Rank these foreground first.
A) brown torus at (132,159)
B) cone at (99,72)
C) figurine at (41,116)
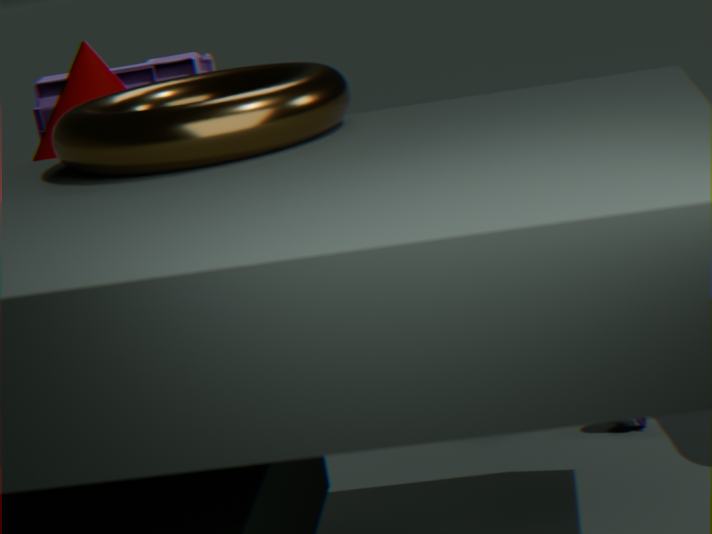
brown torus at (132,159) → cone at (99,72) → figurine at (41,116)
